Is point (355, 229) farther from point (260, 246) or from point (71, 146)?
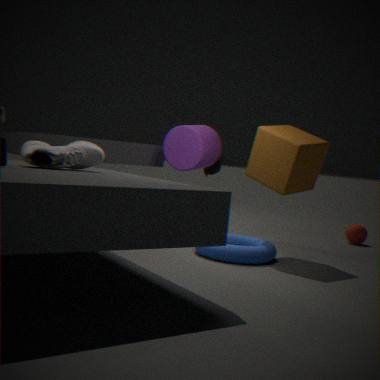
point (71, 146)
